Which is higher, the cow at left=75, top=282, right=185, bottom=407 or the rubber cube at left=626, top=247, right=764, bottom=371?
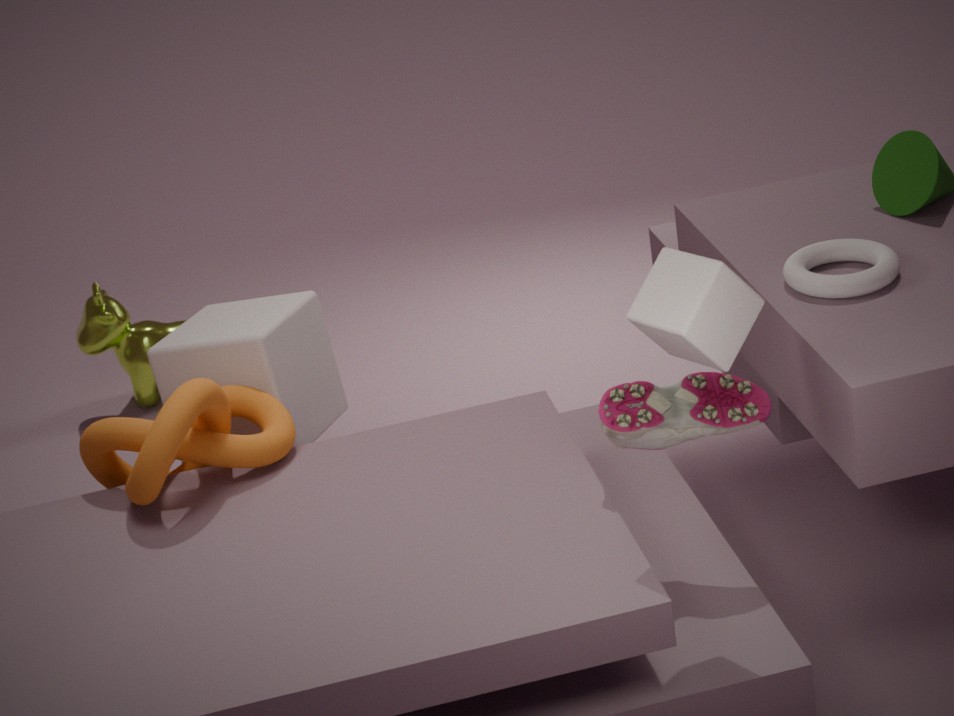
the rubber cube at left=626, top=247, right=764, bottom=371
